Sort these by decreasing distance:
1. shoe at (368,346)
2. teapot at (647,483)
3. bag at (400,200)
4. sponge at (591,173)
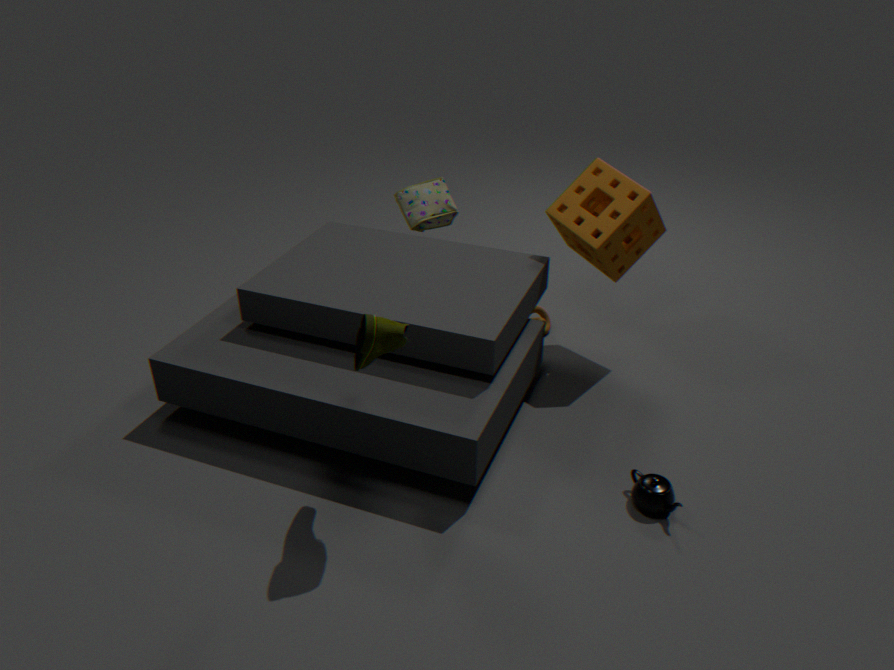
bag at (400,200) → sponge at (591,173) → teapot at (647,483) → shoe at (368,346)
